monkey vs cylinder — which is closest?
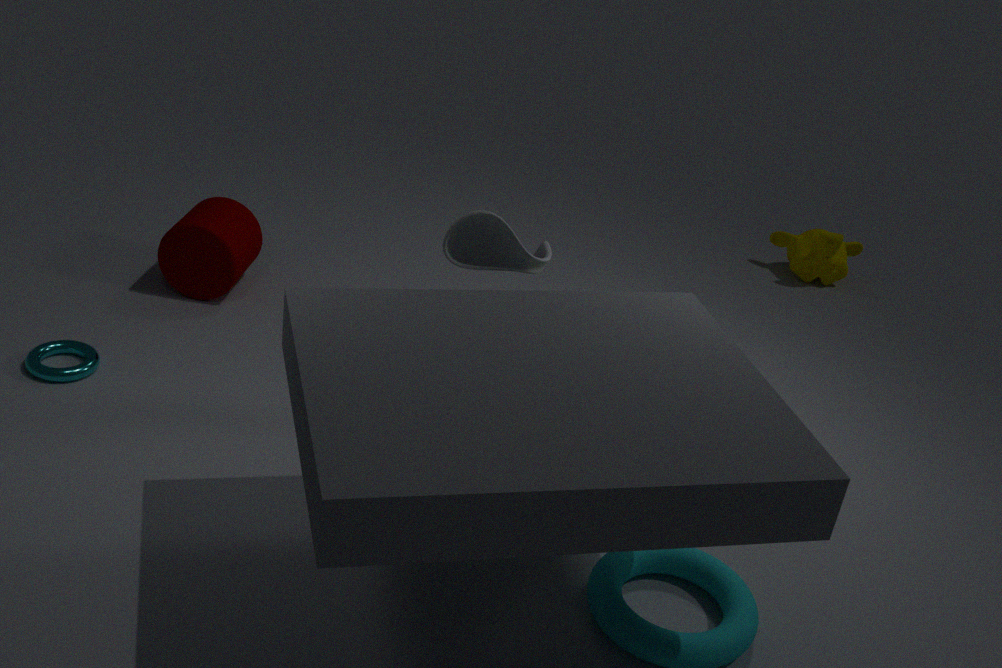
cylinder
